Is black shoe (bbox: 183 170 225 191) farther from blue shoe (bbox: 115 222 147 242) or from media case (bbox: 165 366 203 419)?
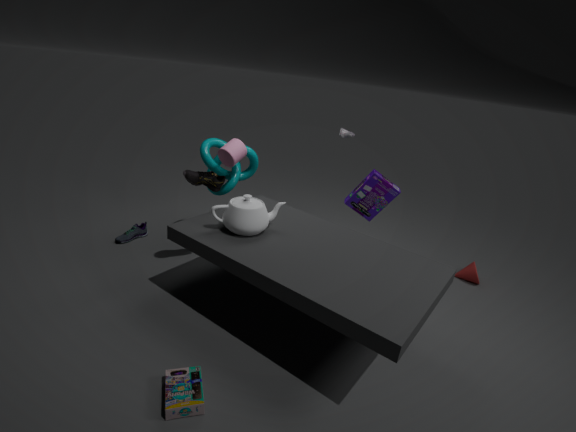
media case (bbox: 165 366 203 419)
